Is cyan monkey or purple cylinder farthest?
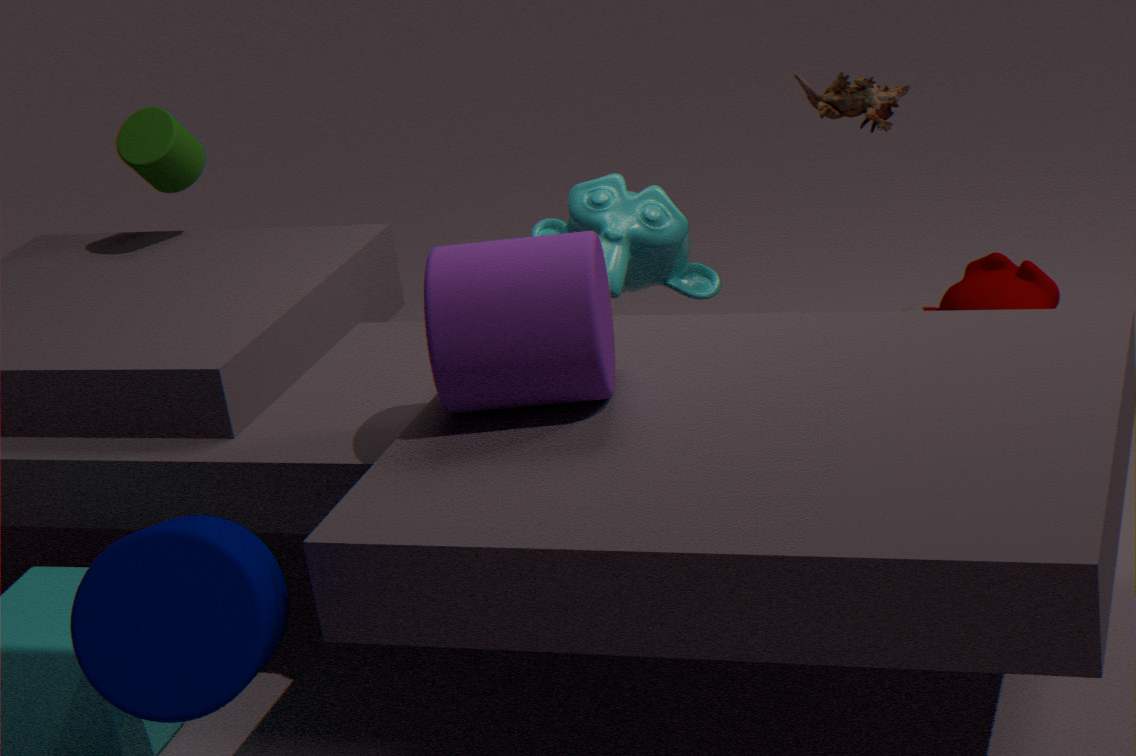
cyan monkey
